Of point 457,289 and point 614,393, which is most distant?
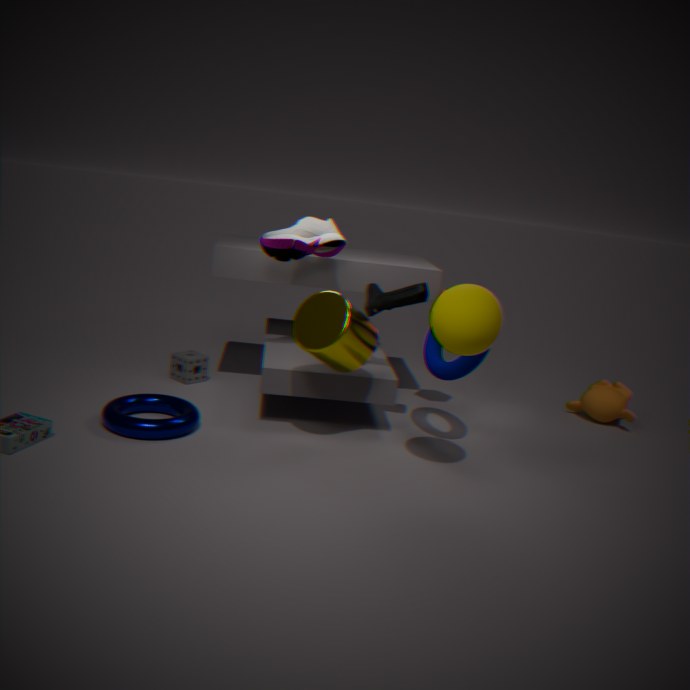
point 614,393
